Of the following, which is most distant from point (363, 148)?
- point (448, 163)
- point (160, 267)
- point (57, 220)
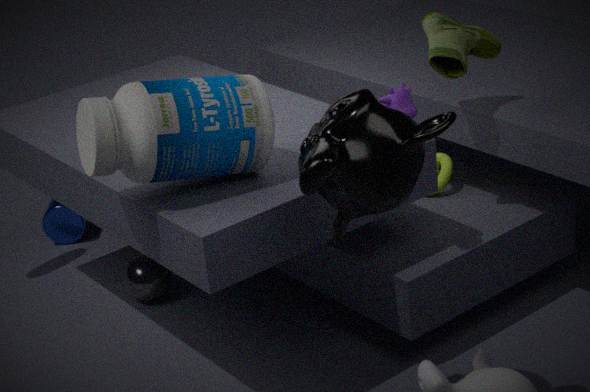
point (57, 220)
